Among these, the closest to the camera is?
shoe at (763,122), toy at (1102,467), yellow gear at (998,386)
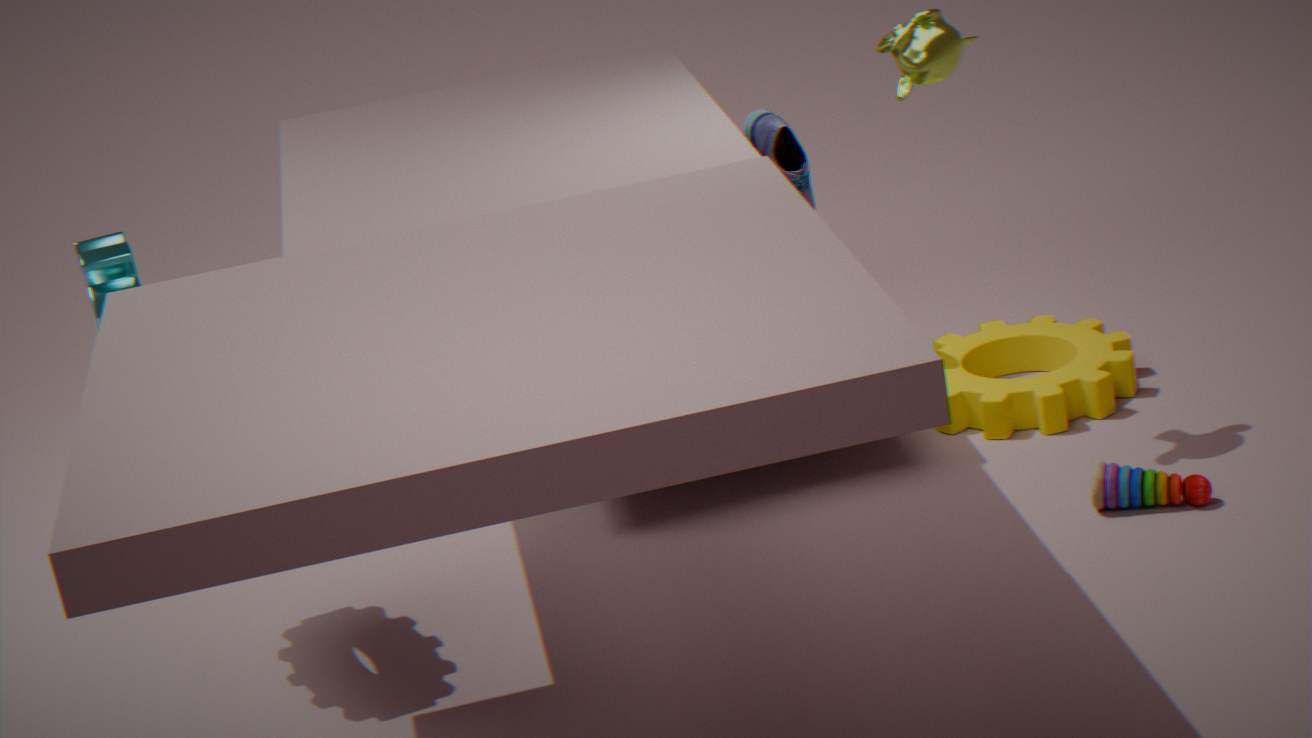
toy at (1102,467)
